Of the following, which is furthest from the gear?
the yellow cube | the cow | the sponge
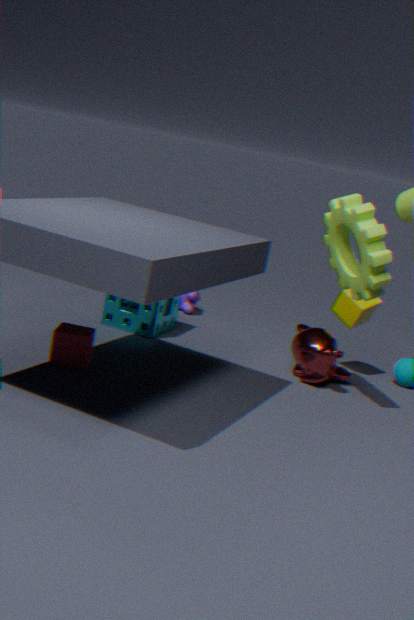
the cow
